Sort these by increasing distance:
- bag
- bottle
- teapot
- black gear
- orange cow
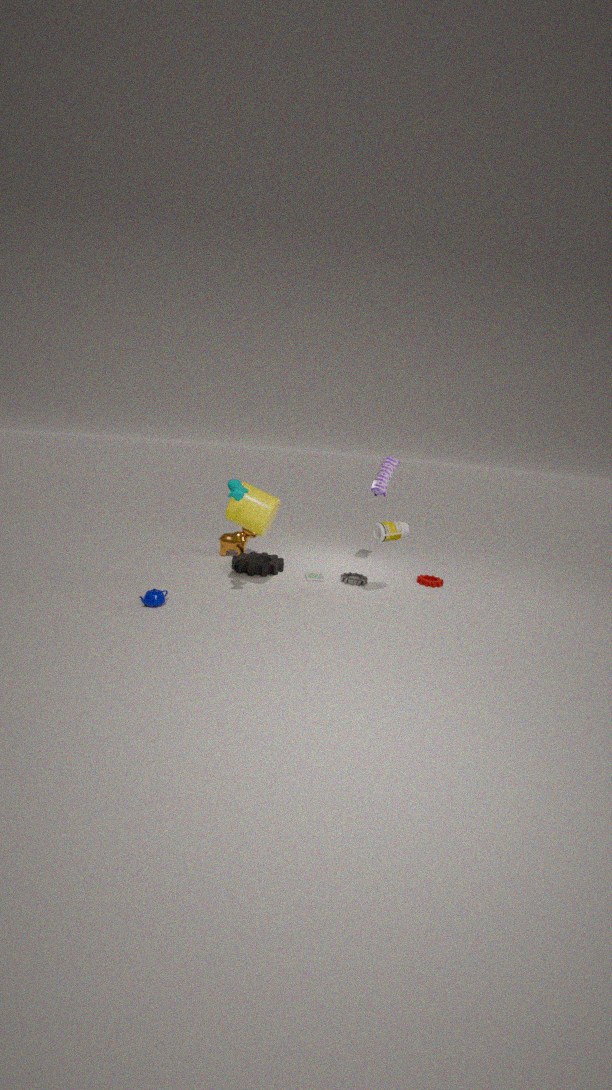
teapot
bottle
black gear
bag
orange cow
